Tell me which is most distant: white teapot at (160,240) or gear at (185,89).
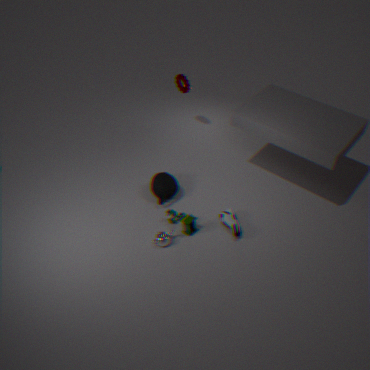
gear at (185,89)
